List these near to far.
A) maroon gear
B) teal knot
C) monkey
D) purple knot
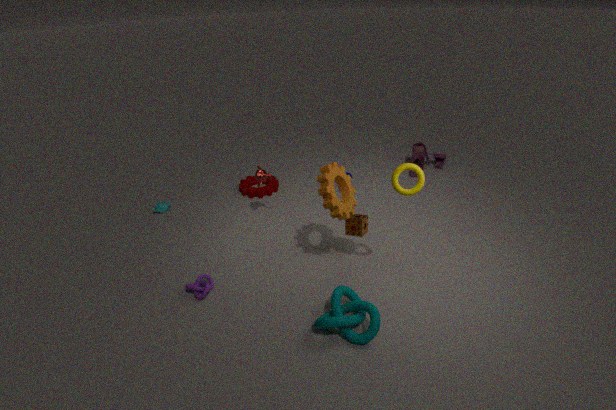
teal knot, purple knot, monkey, maroon gear
